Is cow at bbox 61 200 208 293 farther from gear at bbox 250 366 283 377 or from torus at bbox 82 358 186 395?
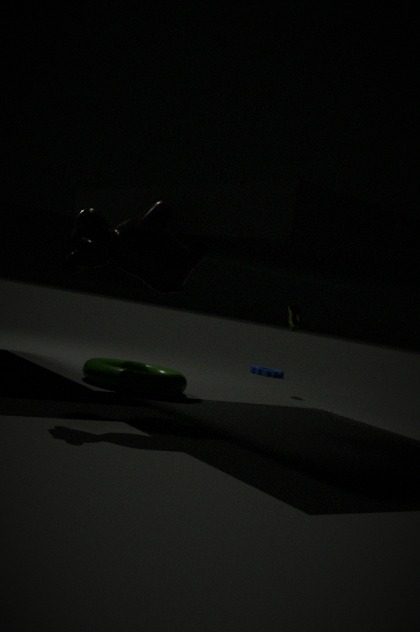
gear at bbox 250 366 283 377
